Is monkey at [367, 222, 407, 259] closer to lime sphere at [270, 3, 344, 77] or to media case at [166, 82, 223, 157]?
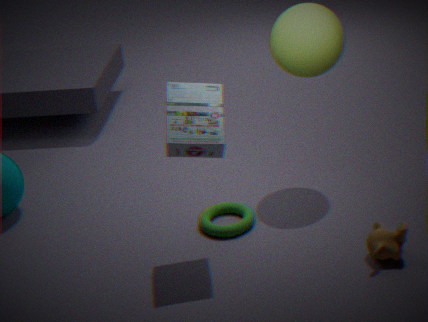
media case at [166, 82, 223, 157]
